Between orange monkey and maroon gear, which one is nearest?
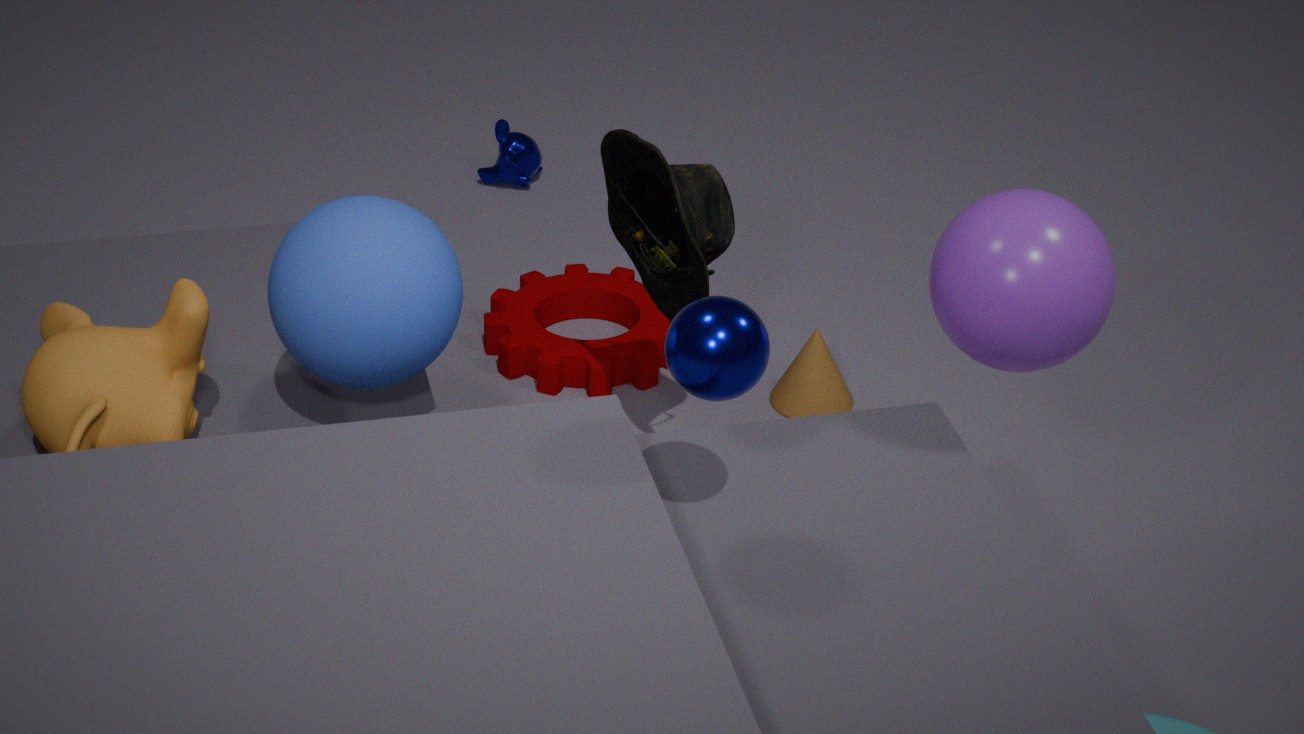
orange monkey
